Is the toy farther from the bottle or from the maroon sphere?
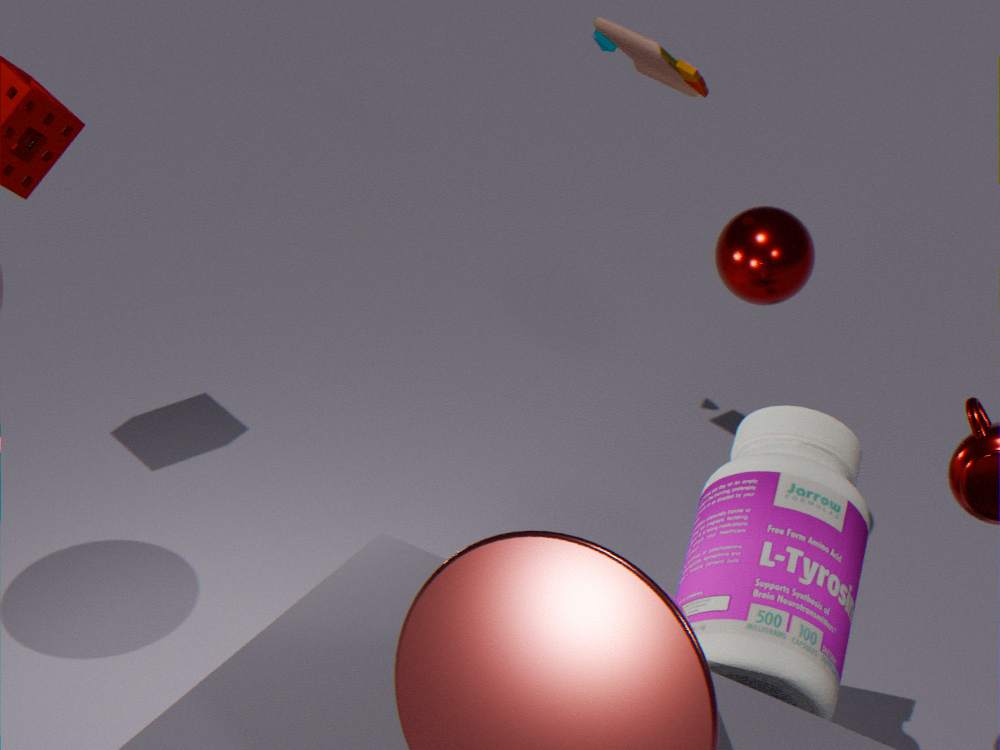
the bottle
